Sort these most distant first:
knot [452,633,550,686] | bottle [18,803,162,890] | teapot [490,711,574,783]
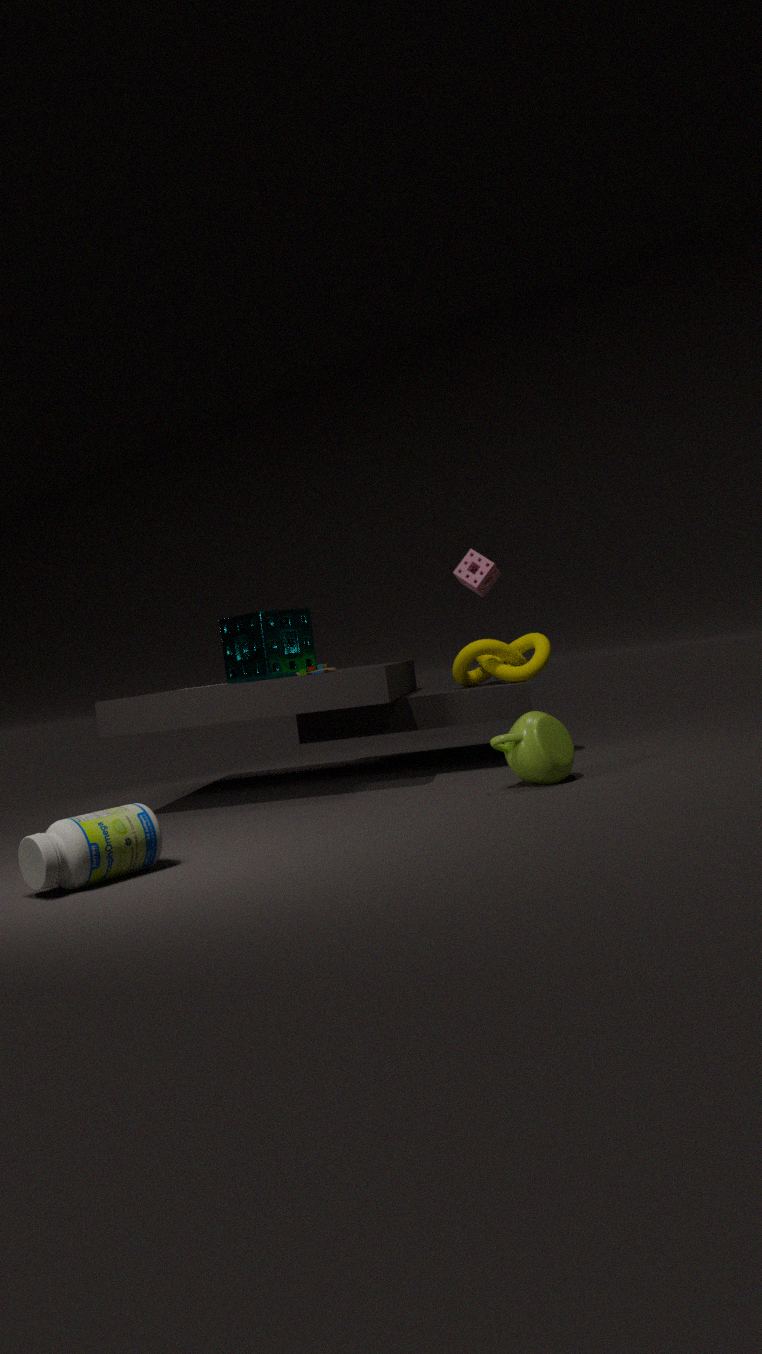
knot [452,633,550,686]
teapot [490,711,574,783]
bottle [18,803,162,890]
